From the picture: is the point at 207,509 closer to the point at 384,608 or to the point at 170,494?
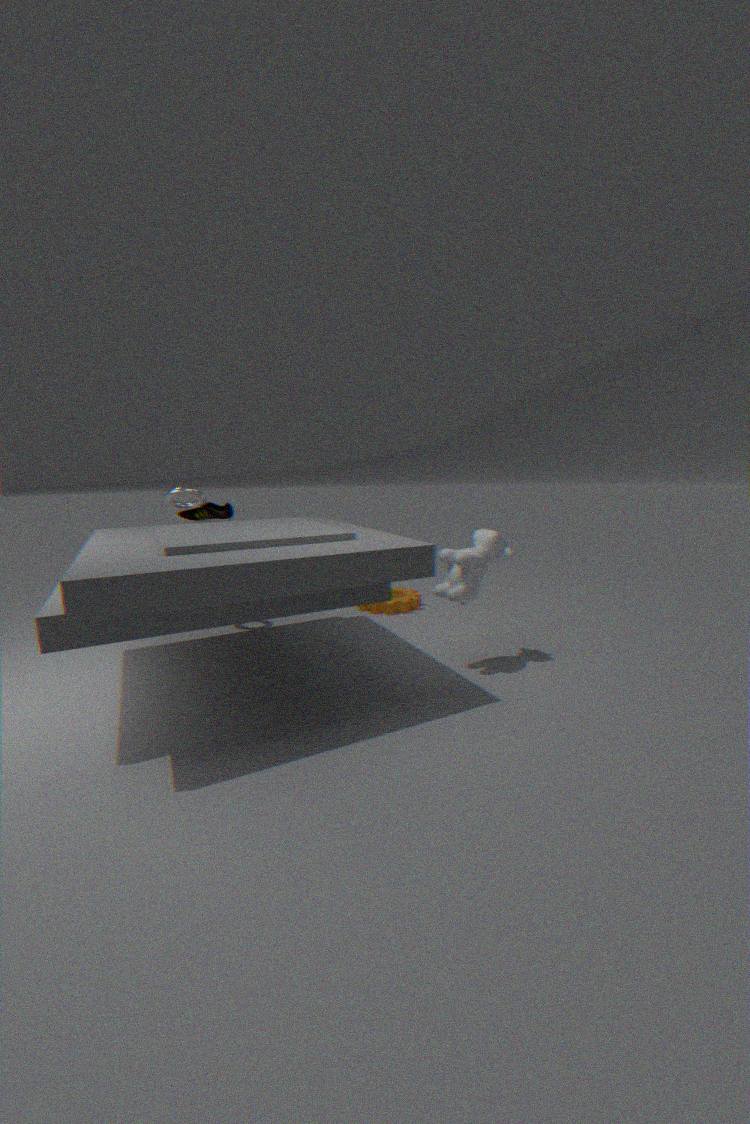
the point at 170,494
